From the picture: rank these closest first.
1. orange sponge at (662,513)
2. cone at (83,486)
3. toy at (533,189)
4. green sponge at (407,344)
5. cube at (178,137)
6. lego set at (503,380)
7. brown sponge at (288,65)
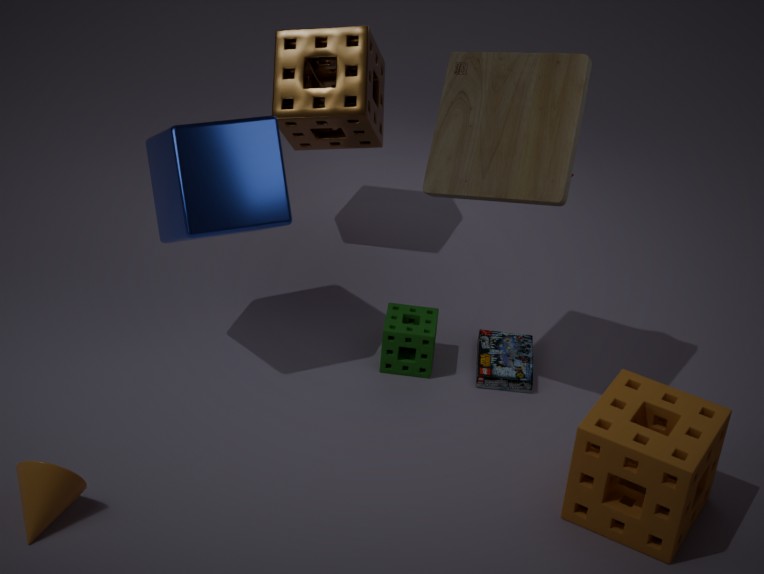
cone at (83,486)
orange sponge at (662,513)
toy at (533,189)
cube at (178,137)
green sponge at (407,344)
lego set at (503,380)
brown sponge at (288,65)
